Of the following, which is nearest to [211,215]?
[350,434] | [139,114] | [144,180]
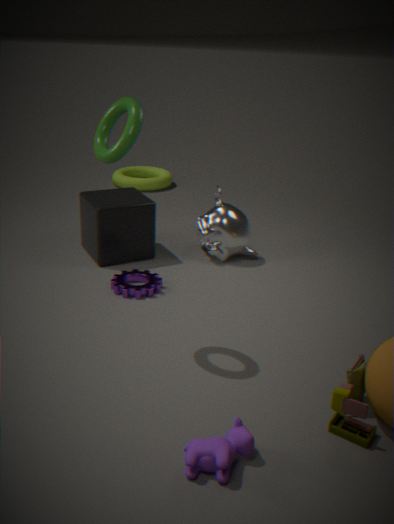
[139,114]
